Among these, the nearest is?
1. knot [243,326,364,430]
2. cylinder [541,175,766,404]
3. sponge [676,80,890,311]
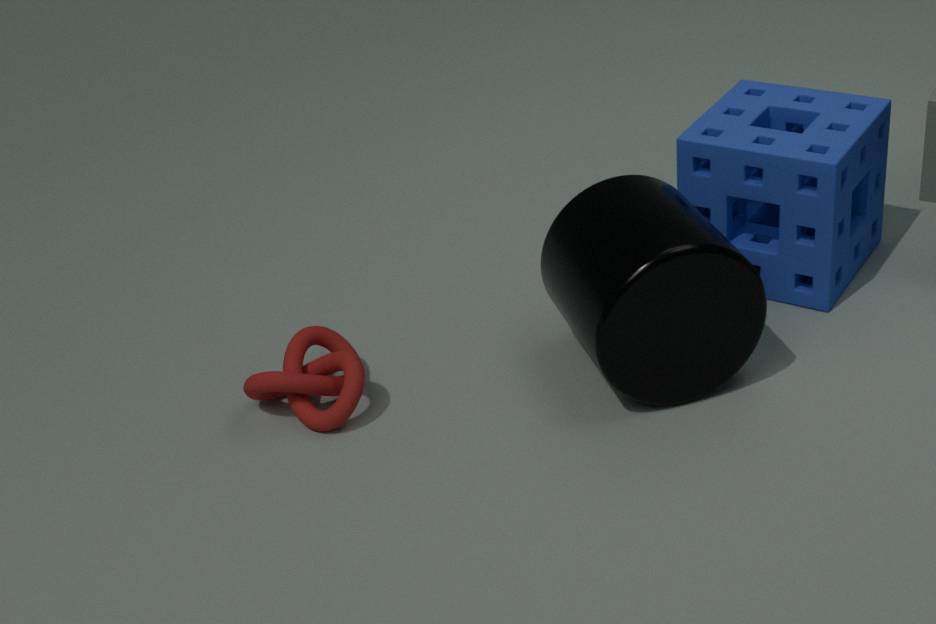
cylinder [541,175,766,404]
